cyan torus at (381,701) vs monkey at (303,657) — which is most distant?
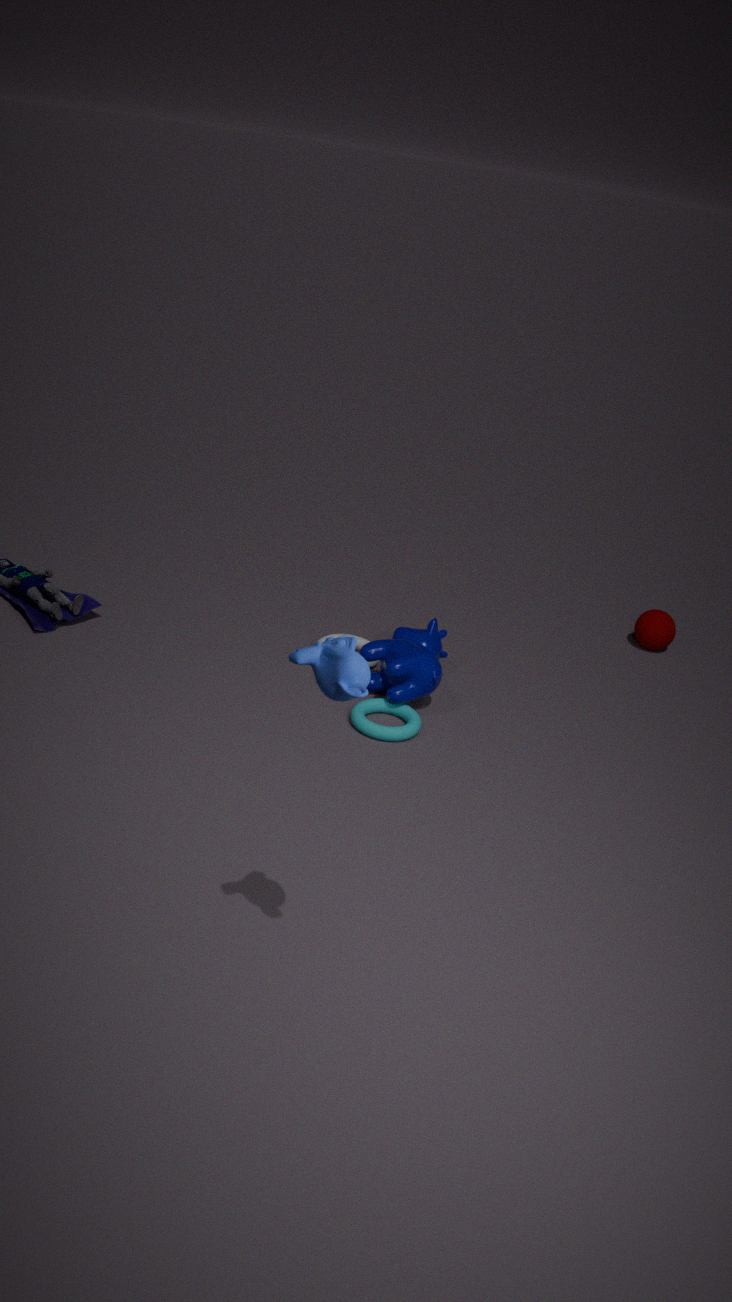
cyan torus at (381,701)
